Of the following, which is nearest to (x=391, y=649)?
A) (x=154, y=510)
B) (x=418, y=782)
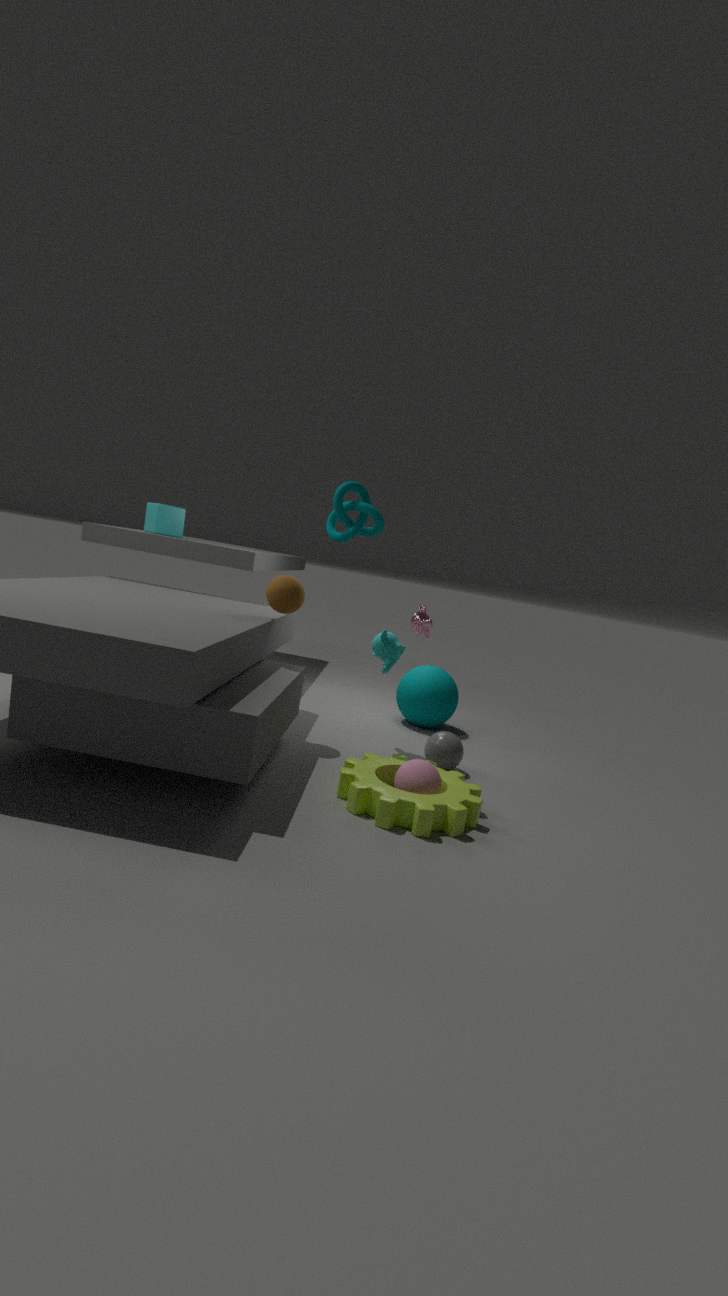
(x=418, y=782)
